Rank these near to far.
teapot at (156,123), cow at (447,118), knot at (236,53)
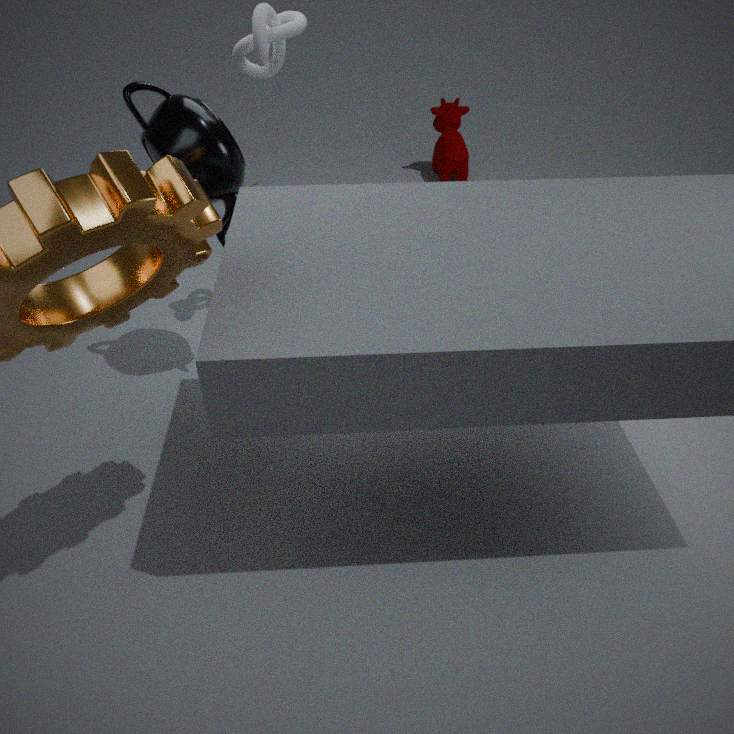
1. teapot at (156,123)
2. knot at (236,53)
3. cow at (447,118)
